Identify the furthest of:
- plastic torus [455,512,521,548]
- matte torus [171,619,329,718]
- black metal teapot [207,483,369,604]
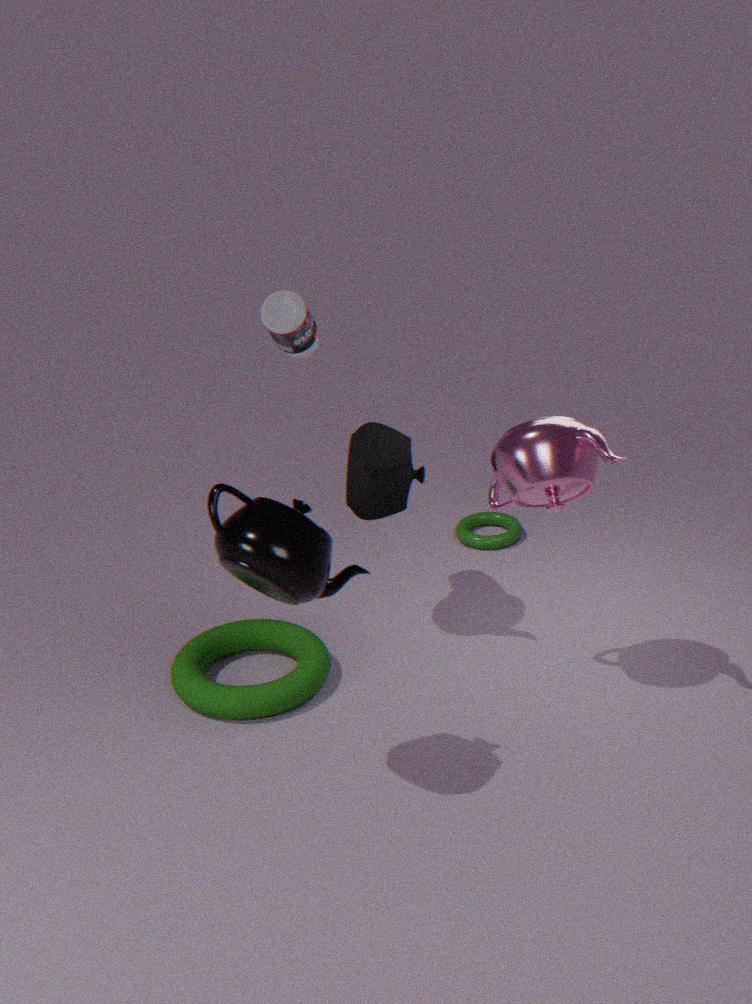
plastic torus [455,512,521,548]
